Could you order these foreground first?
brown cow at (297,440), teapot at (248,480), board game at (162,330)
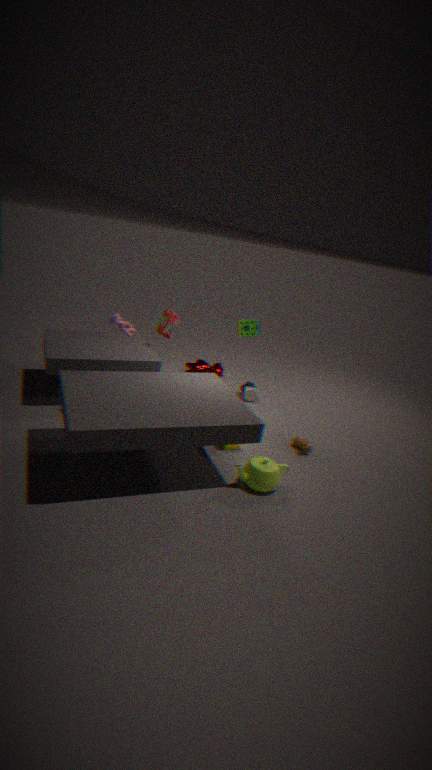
teapot at (248,480), brown cow at (297,440), board game at (162,330)
